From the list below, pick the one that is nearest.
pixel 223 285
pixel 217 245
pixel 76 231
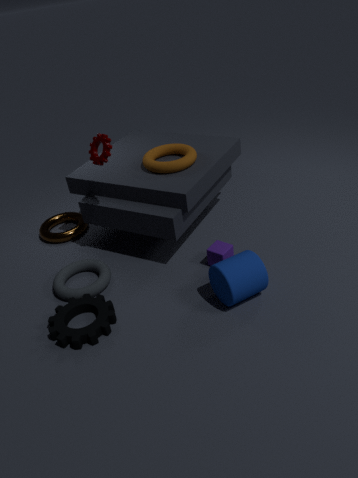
pixel 223 285
